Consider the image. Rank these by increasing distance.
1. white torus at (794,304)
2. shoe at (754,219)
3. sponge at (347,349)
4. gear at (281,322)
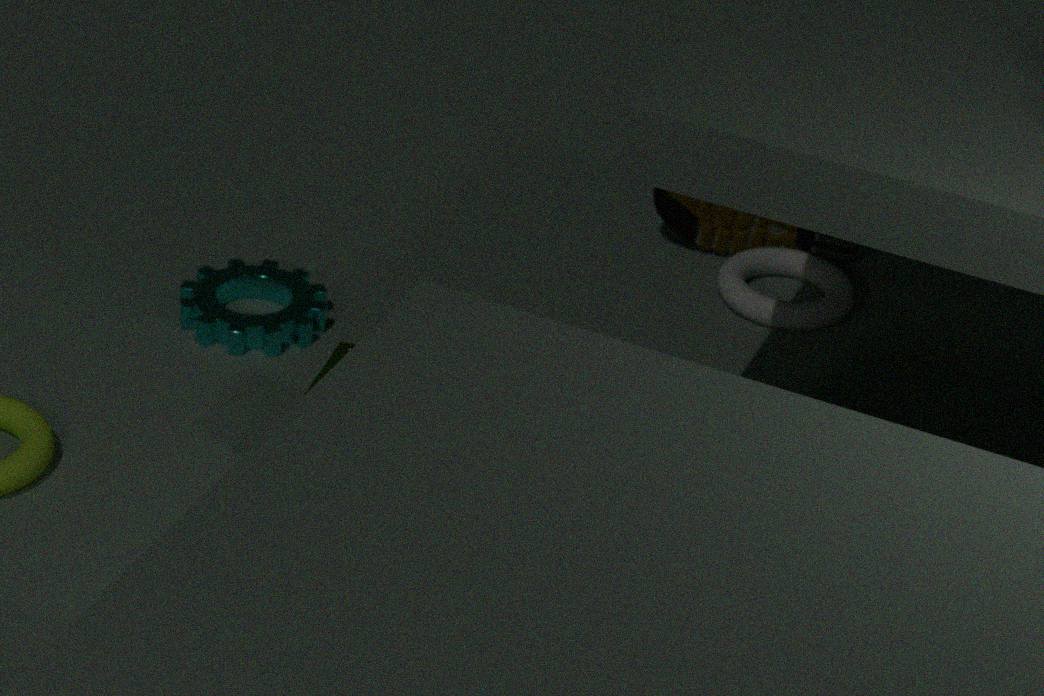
1. sponge at (347,349)
2. gear at (281,322)
3. white torus at (794,304)
4. shoe at (754,219)
